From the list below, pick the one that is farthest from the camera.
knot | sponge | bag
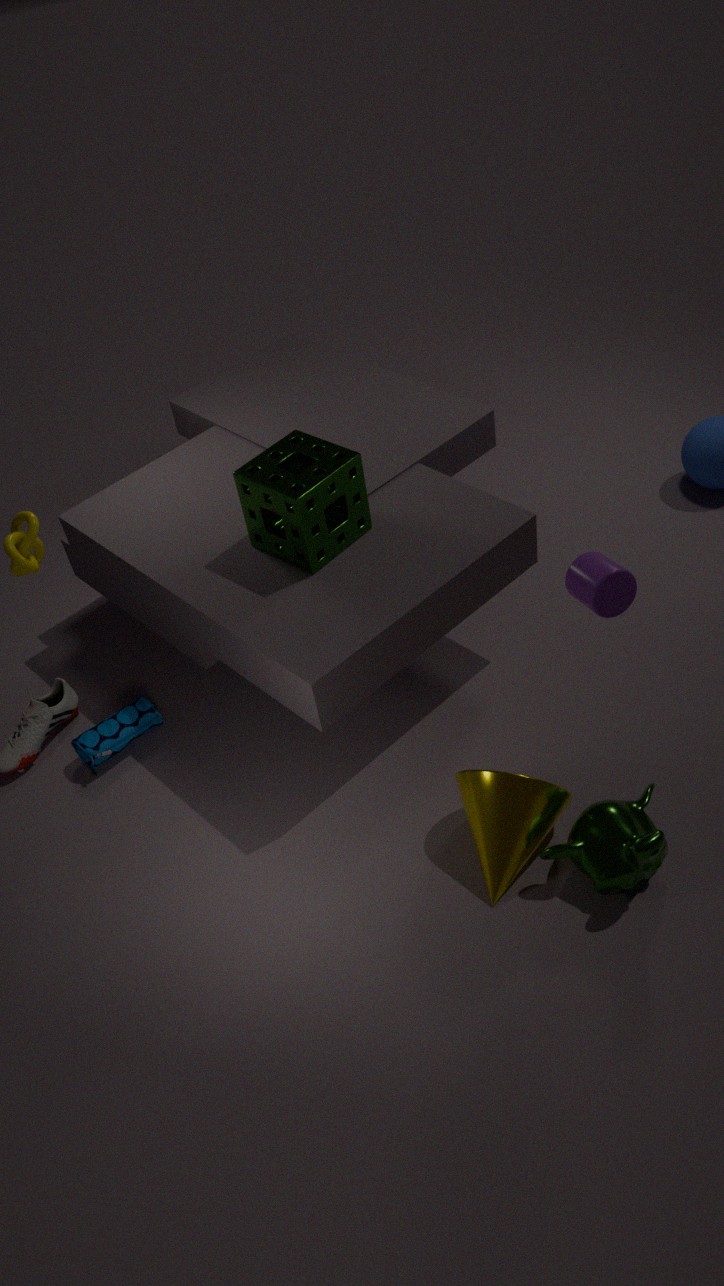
bag
